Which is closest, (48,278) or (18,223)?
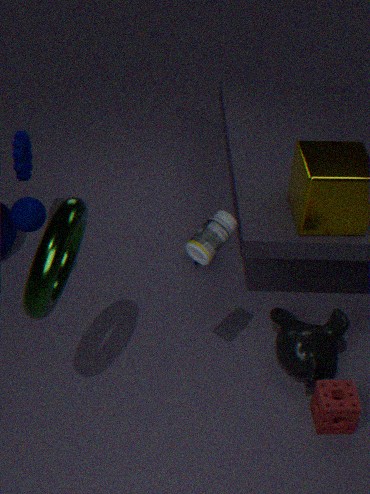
(48,278)
